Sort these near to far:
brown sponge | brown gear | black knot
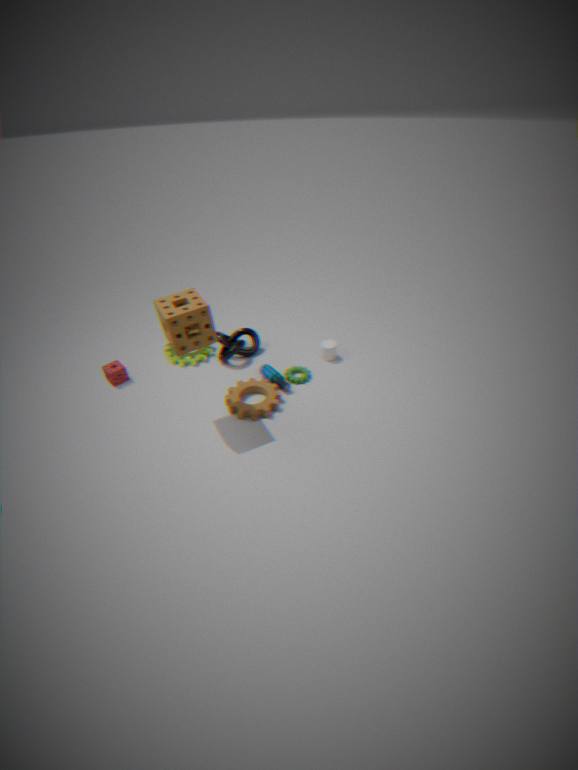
brown sponge → brown gear → black knot
